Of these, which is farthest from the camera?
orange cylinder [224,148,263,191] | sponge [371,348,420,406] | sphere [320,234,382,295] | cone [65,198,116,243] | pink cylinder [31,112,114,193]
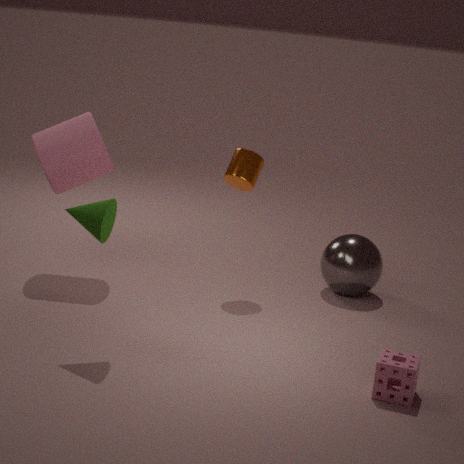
sphere [320,234,382,295]
